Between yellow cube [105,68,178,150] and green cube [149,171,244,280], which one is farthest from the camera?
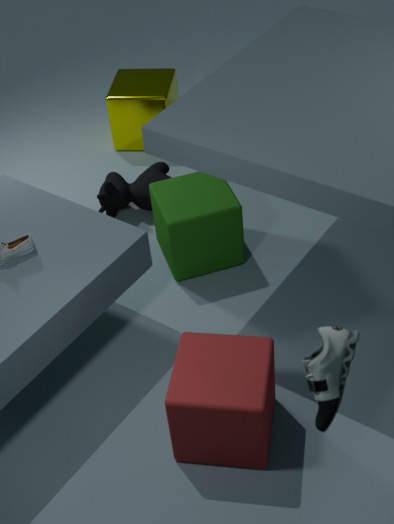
yellow cube [105,68,178,150]
